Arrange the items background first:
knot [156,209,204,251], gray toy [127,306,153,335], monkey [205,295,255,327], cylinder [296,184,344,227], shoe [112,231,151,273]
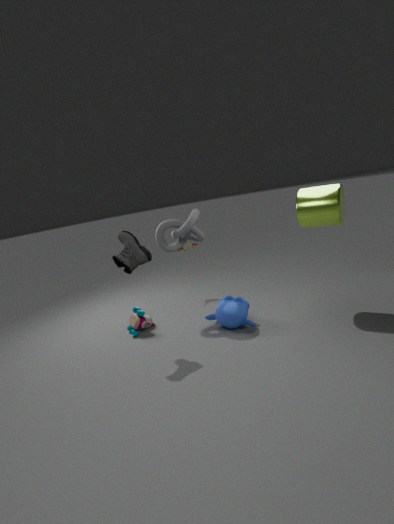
gray toy [127,306,153,335]
knot [156,209,204,251]
monkey [205,295,255,327]
cylinder [296,184,344,227]
shoe [112,231,151,273]
